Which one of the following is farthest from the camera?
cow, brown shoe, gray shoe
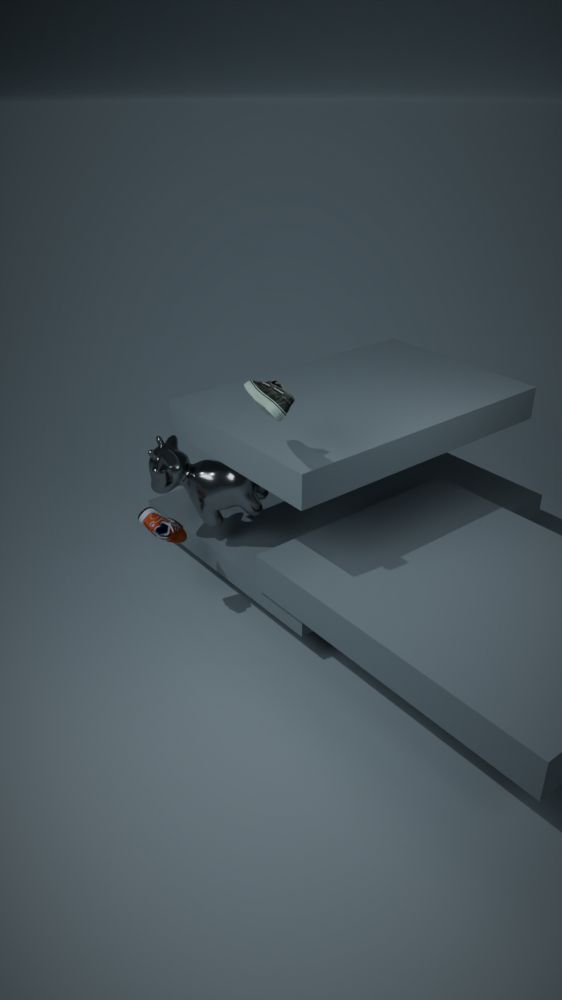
cow
